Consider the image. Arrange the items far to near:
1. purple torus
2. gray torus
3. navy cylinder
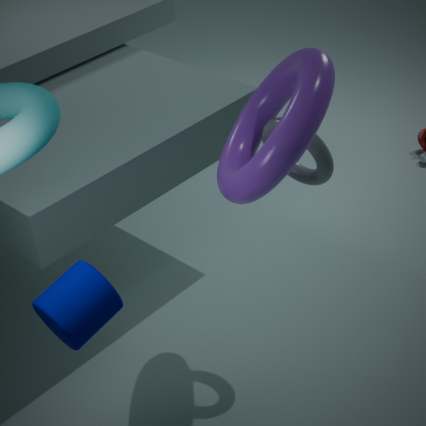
gray torus, purple torus, navy cylinder
